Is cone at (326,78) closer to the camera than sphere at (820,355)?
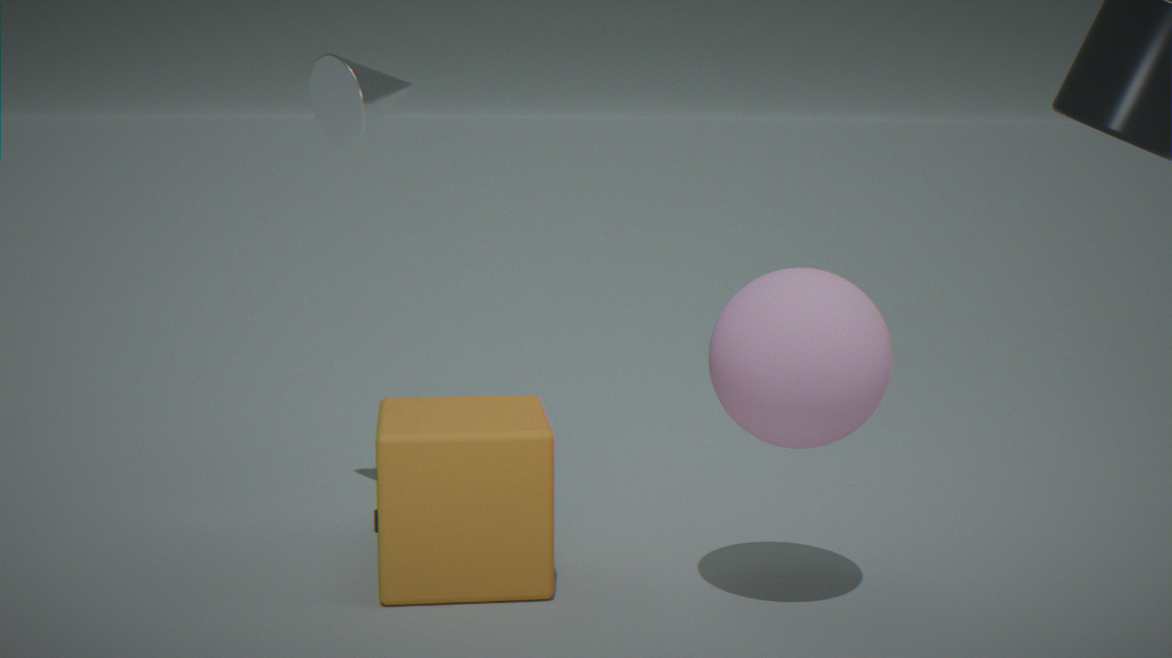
No
